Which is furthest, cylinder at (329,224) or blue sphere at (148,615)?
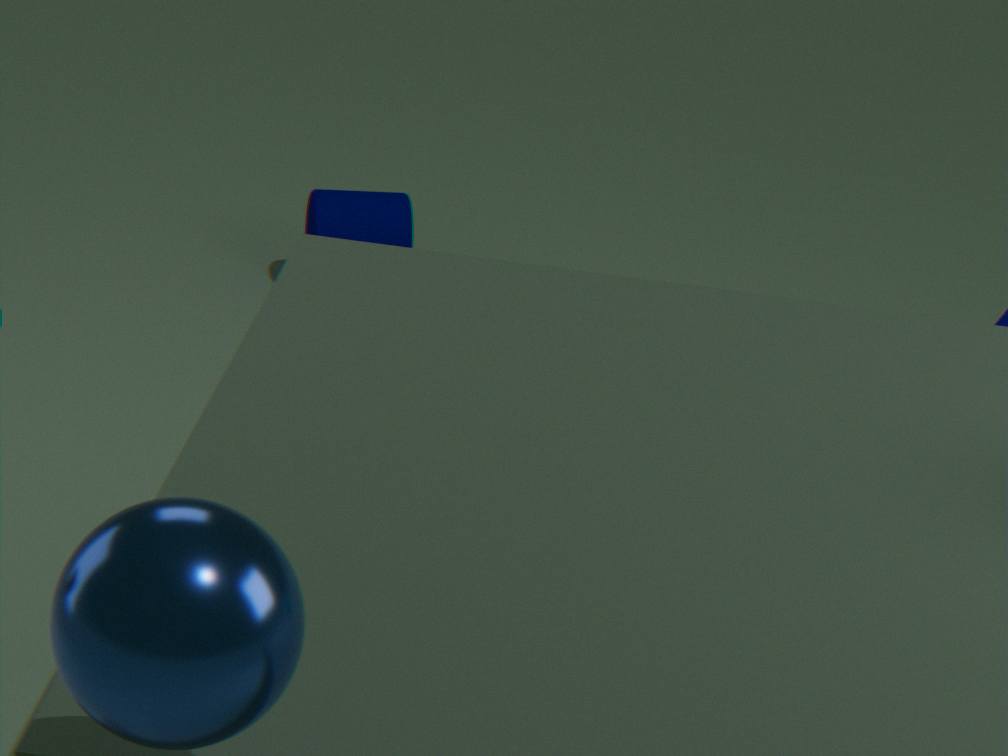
cylinder at (329,224)
